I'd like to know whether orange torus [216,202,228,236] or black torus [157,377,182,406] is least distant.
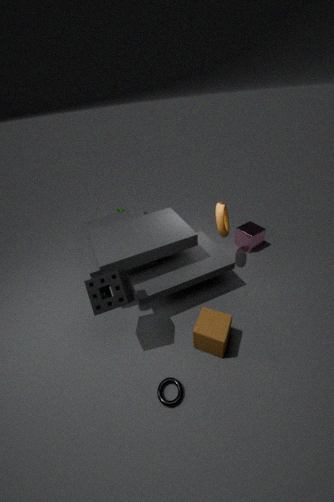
black torus [157,377,182,406]
